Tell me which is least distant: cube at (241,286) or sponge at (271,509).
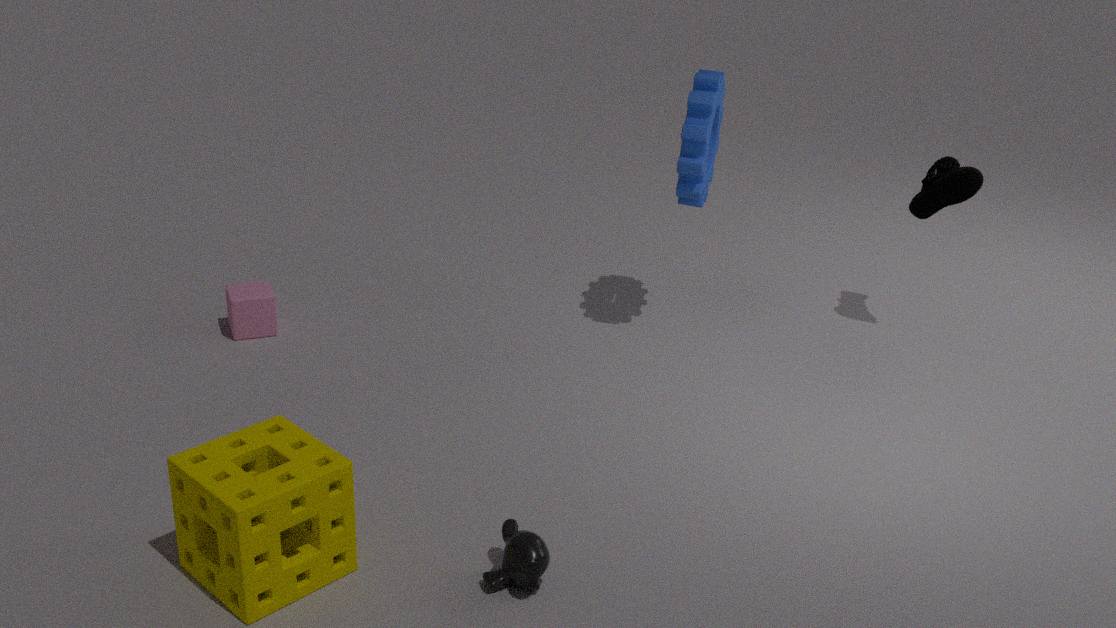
sponge at (271,509)
